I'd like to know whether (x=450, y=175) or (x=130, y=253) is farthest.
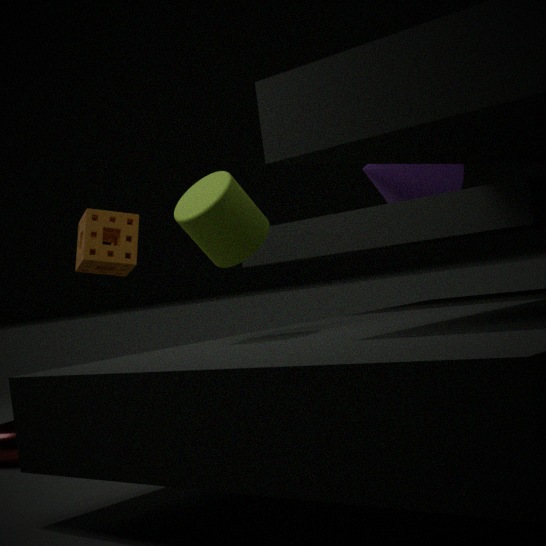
(x=450, y=175)
